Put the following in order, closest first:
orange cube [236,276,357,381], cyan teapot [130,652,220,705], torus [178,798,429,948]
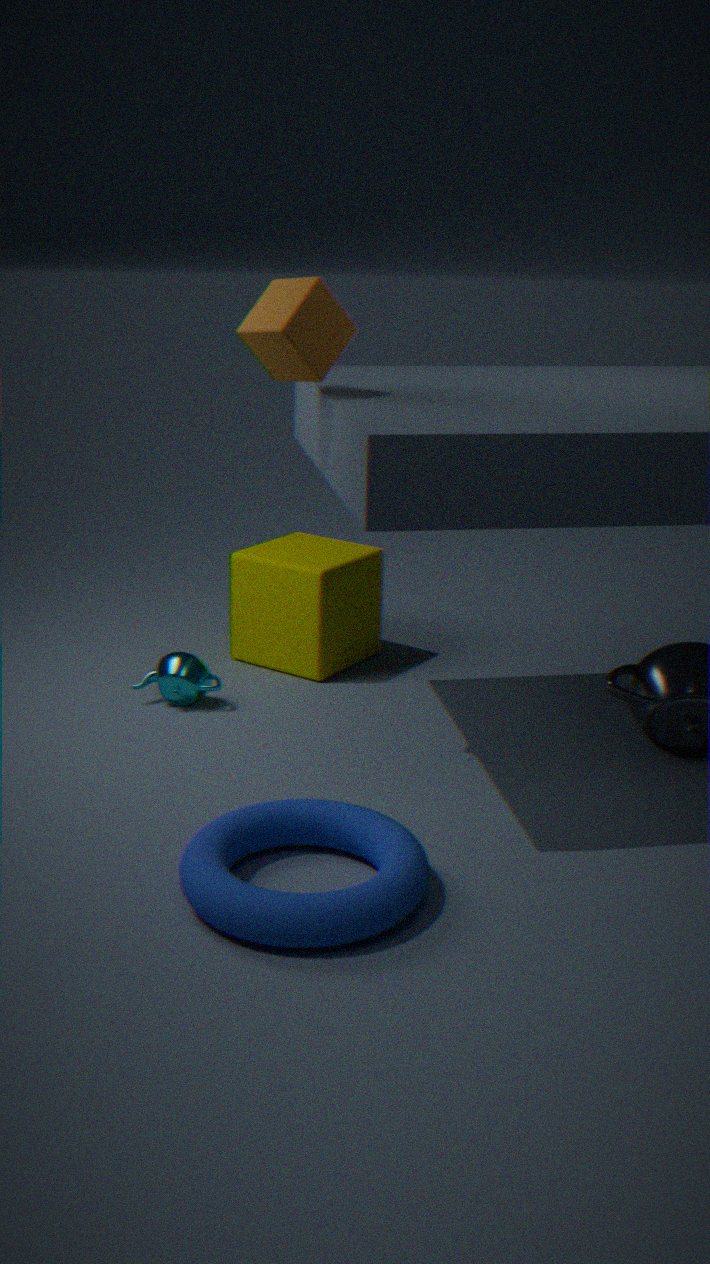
torus [178,798,429,948], orange cube [236,276,357,381], cyan teapot [130,652,220,705]
